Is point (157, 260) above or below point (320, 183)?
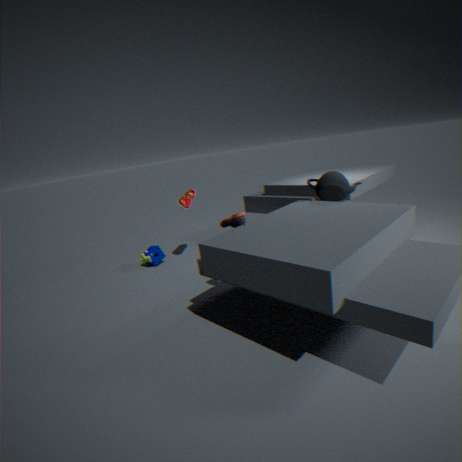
below
